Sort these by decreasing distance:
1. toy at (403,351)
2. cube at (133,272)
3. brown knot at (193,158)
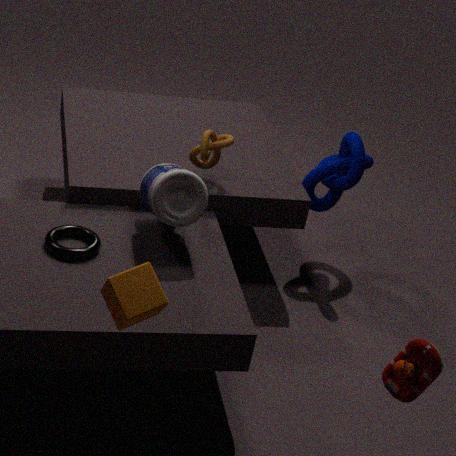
brown knot at (193,158), toy at (403,351), cube at (133,272)
